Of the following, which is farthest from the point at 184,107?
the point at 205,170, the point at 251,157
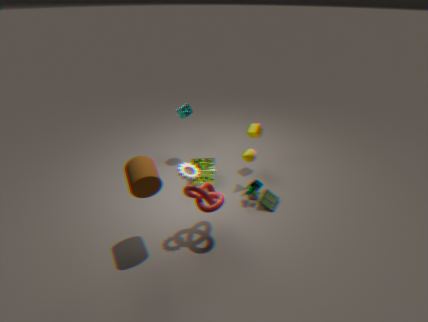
the point at 251,157
